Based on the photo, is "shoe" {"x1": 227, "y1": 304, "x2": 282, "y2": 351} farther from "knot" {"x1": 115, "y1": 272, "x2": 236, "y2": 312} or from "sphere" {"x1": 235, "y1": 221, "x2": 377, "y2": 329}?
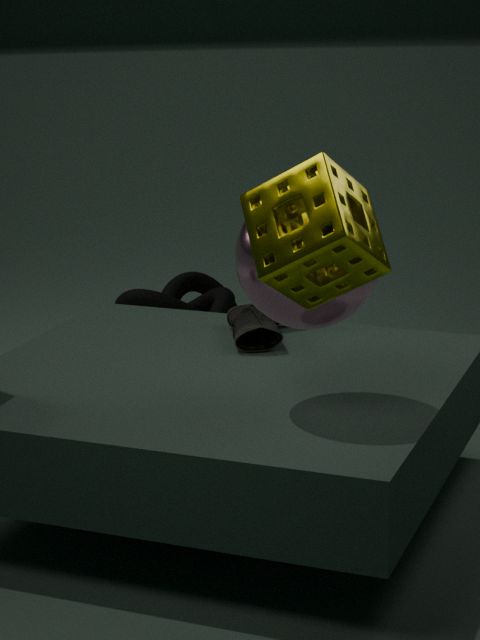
"knot" {"x1": 115, "y1": 272, "x2": 236, "y2": 312}
